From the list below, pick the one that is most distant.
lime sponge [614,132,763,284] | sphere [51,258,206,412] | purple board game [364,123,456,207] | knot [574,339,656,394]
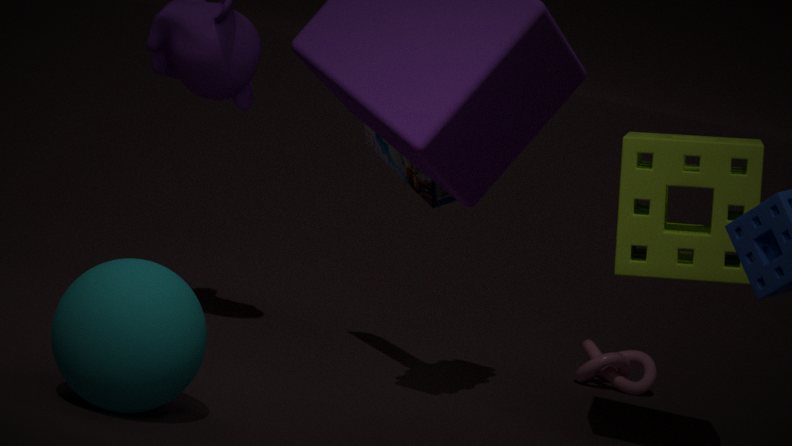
knot [574,339,656,394]
